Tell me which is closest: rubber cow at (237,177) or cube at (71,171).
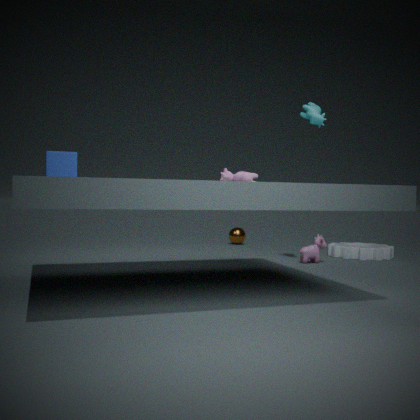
cube at (71,171)
